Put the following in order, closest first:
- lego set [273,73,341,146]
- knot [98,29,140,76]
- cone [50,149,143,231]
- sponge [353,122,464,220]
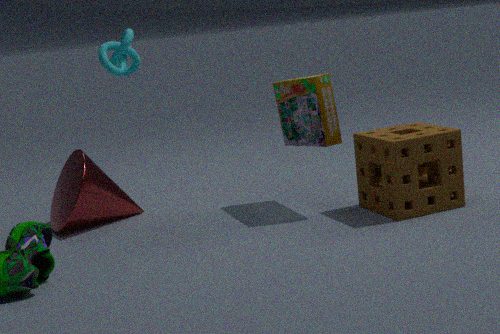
sponge [353,122,464,220] < lego set [273,73,341,146] < cone [50,149,143,231] < knot [98,29,140,76]
